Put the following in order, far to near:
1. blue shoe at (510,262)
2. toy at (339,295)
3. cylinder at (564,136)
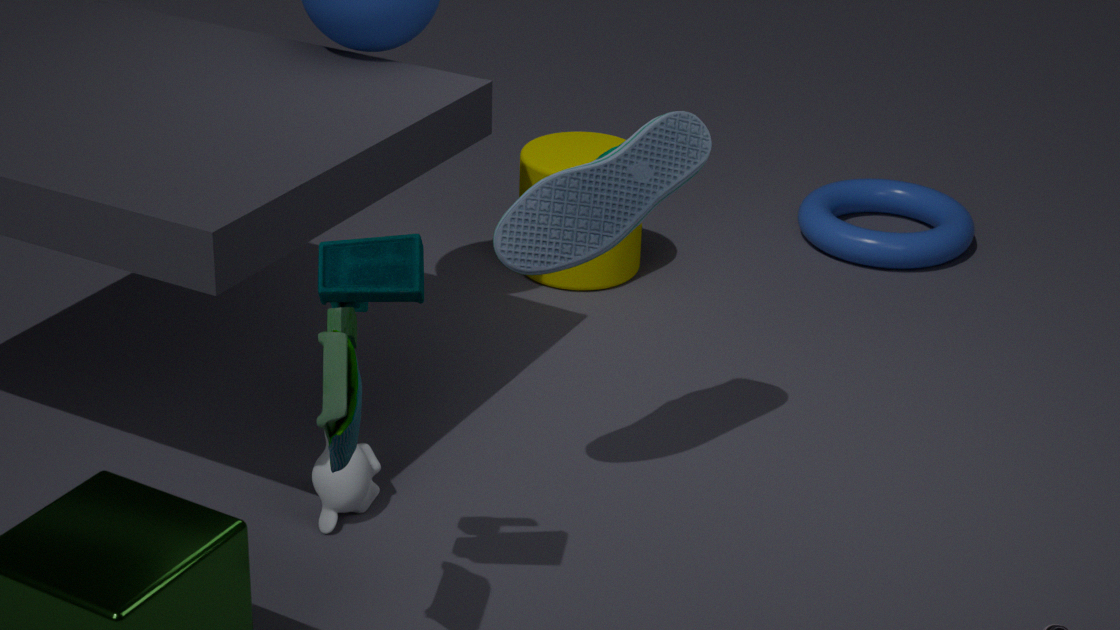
cylinder at (564,136) → blue shoe at (510,262) → toy at (339,295)
